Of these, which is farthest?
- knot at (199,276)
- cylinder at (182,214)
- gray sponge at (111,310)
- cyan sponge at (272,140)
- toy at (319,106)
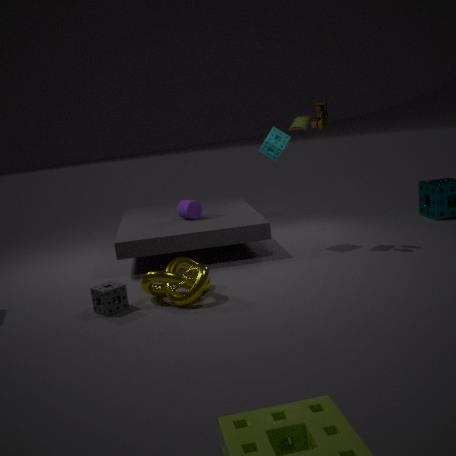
cylinder at (182,214)
